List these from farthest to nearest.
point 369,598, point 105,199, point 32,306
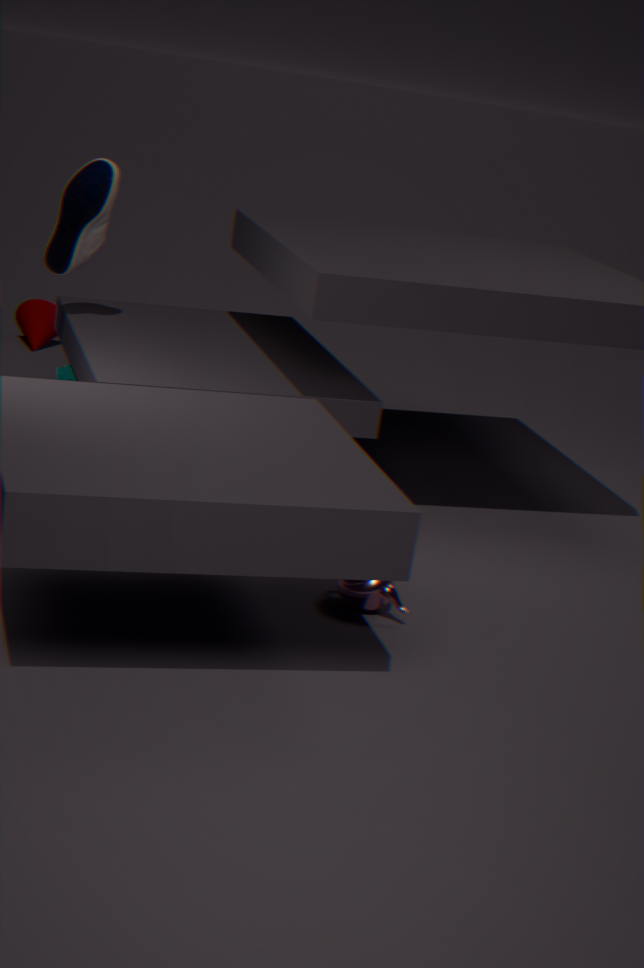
1. point 32,306
2. point 105,199
3. point 369,598
